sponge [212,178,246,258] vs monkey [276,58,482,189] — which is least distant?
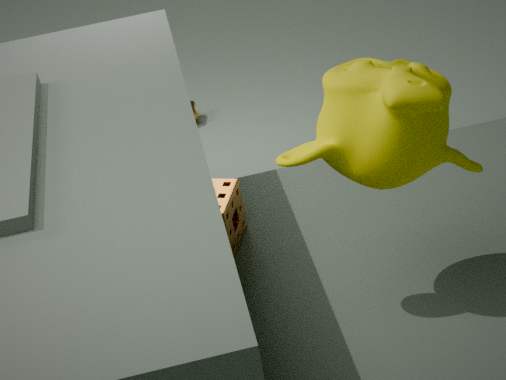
monkey [276,58,482,189]
